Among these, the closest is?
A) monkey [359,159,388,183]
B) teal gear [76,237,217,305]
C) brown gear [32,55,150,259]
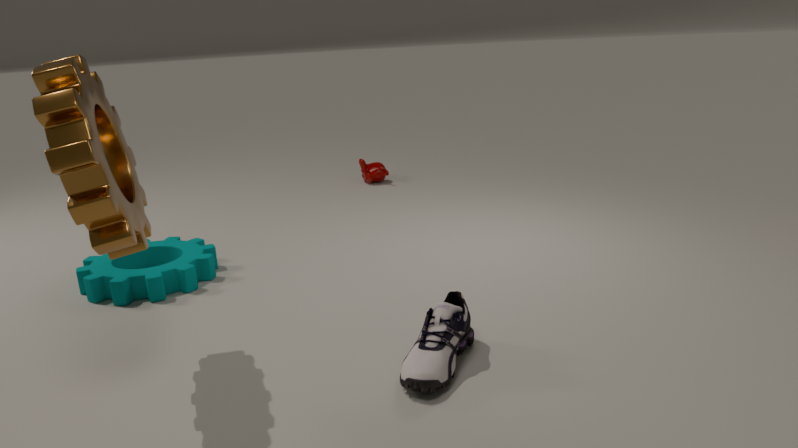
brown gear [32,55,150,259]
